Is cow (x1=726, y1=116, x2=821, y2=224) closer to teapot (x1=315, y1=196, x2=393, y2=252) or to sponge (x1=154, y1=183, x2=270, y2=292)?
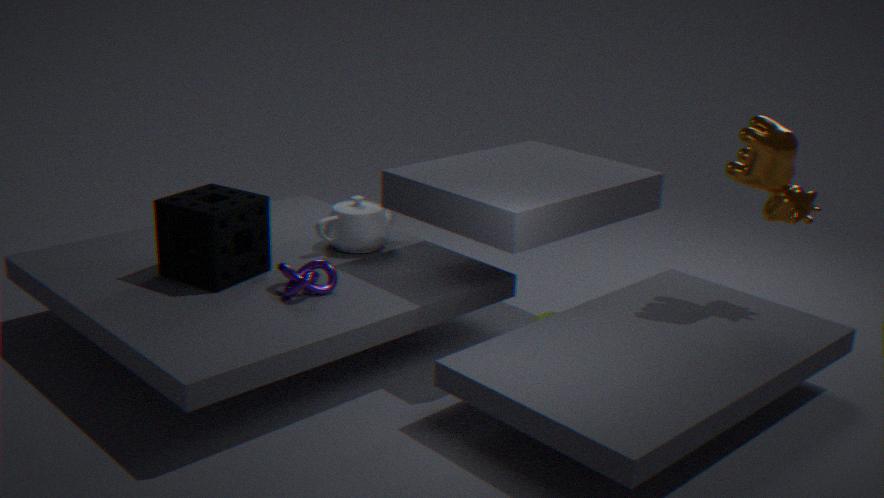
teapot (x1=315, y1=196, x2=393, y2=252)
